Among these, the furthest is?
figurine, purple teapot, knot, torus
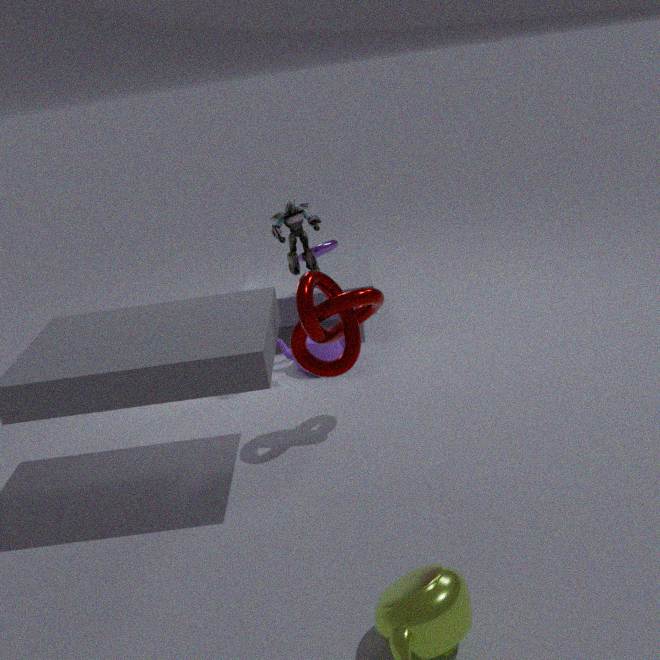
torus
